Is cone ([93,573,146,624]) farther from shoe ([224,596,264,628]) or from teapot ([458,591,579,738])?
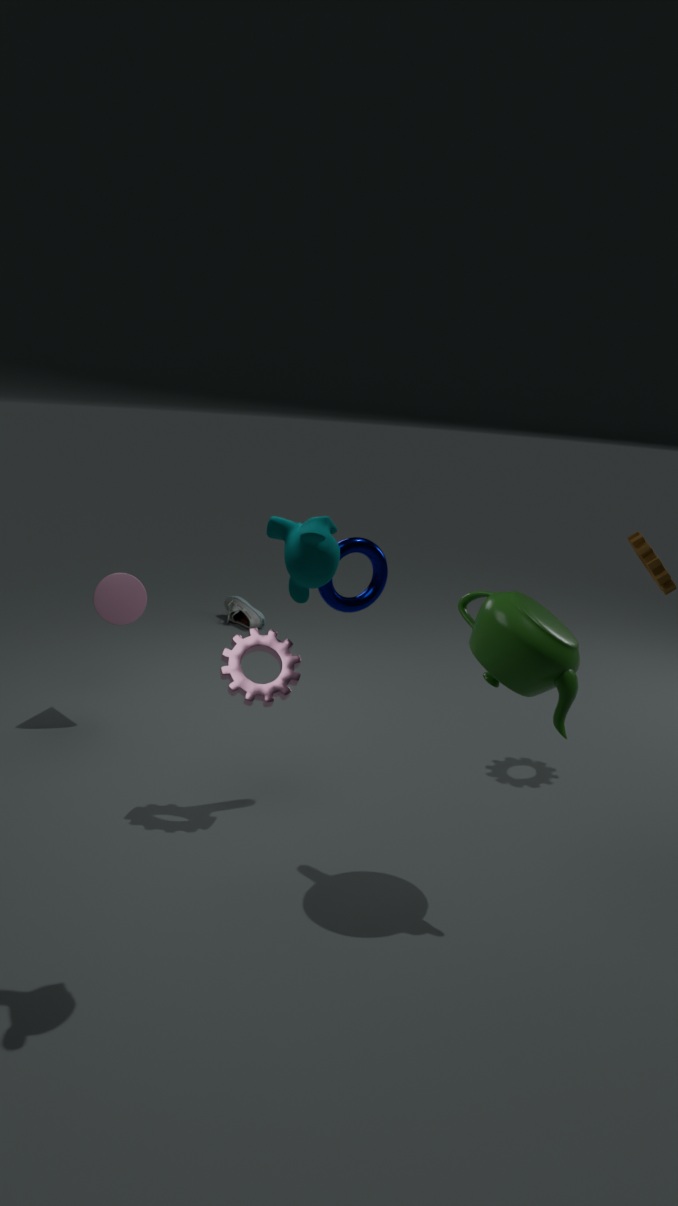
teapot ([458,591,579,738])
